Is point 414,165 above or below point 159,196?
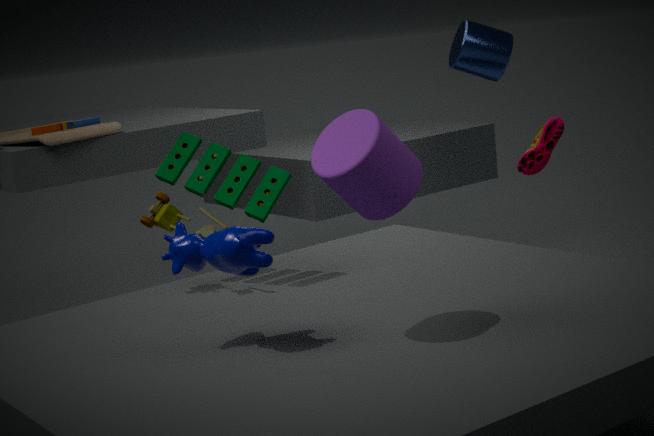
above
